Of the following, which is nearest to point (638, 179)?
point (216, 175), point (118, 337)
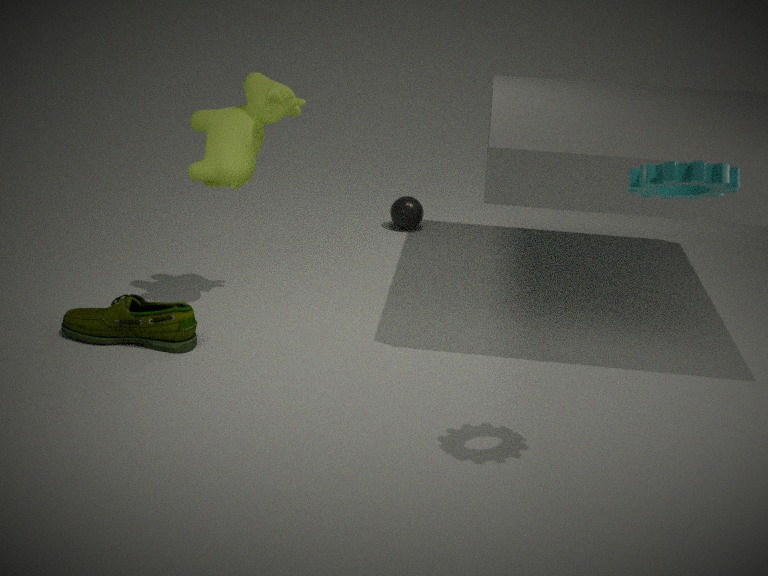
point (216, 175)
